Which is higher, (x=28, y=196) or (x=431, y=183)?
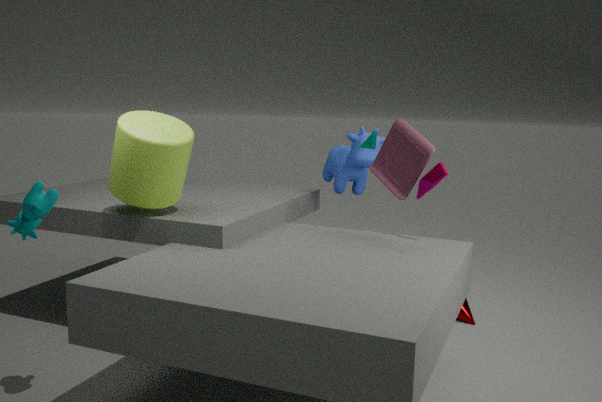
(x=431, y=183)
